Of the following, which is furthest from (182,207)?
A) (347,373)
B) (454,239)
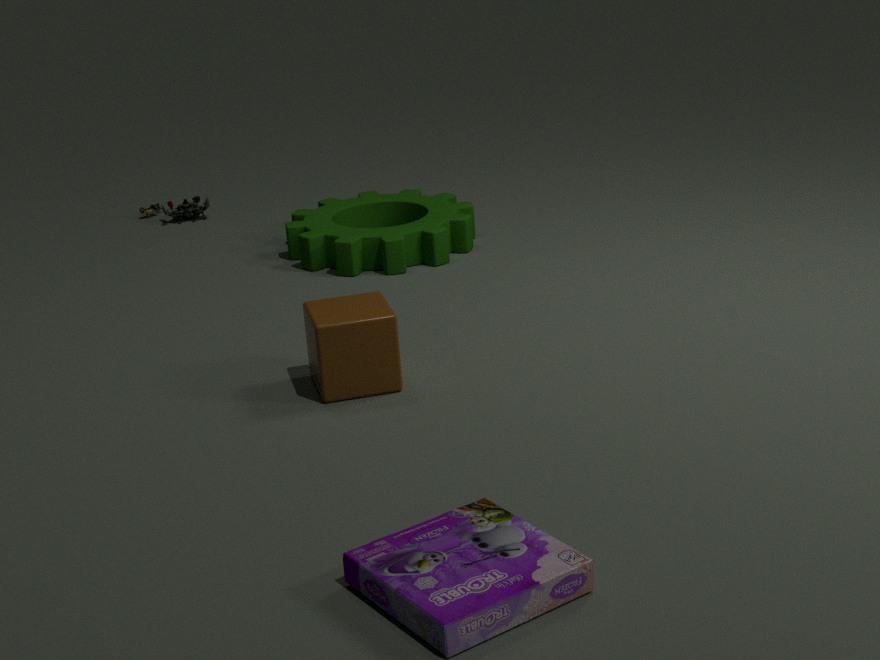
(347,373)
